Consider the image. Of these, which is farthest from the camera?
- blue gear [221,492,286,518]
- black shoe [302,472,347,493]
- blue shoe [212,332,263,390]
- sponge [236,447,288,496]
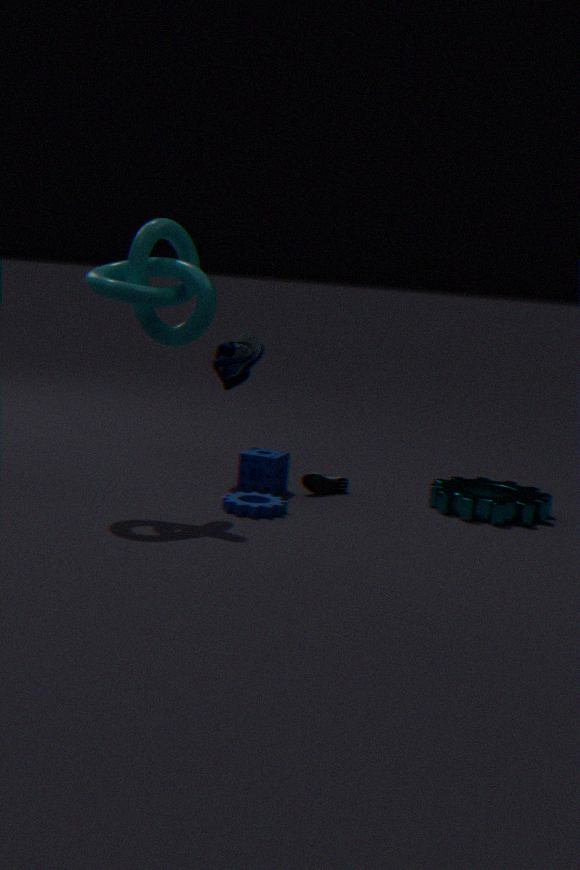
blue shoe [212,332,263,390]
